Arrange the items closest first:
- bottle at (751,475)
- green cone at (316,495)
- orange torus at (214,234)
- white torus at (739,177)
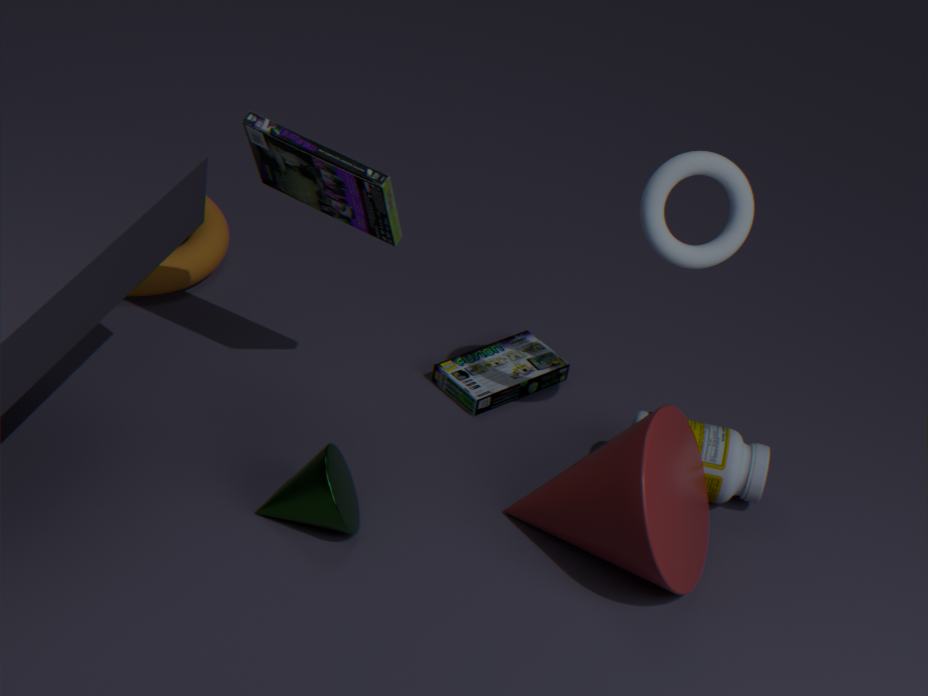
green cone at (316,495) → white torus at (739,177) → bottle at (751,475) → orange torus at (214,234)
